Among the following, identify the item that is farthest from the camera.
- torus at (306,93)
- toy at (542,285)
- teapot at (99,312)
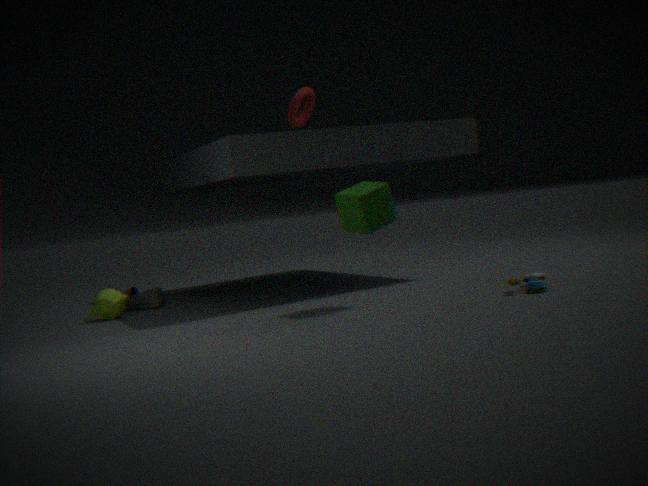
torus at (306,93)
